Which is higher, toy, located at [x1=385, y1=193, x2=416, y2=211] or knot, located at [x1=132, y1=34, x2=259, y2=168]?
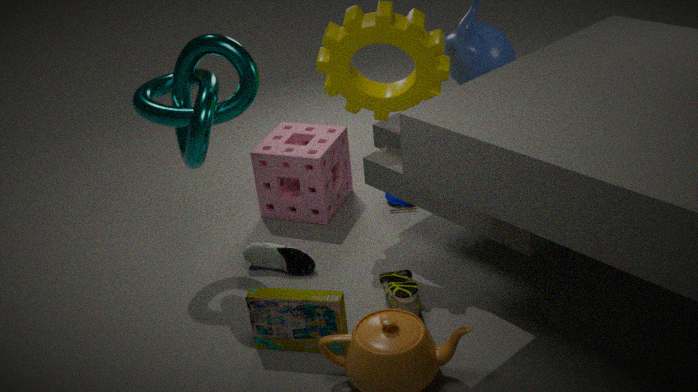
knot, located at [x1=132, y1=34, x2=259, y2=168]
